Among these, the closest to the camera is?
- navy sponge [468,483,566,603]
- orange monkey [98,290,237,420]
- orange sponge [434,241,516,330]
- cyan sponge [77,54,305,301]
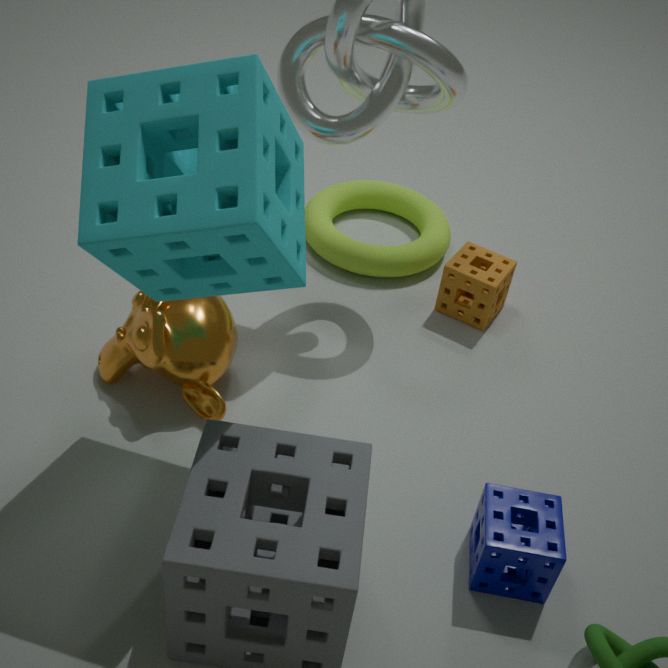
cyan sponge [77,54,305,301]
